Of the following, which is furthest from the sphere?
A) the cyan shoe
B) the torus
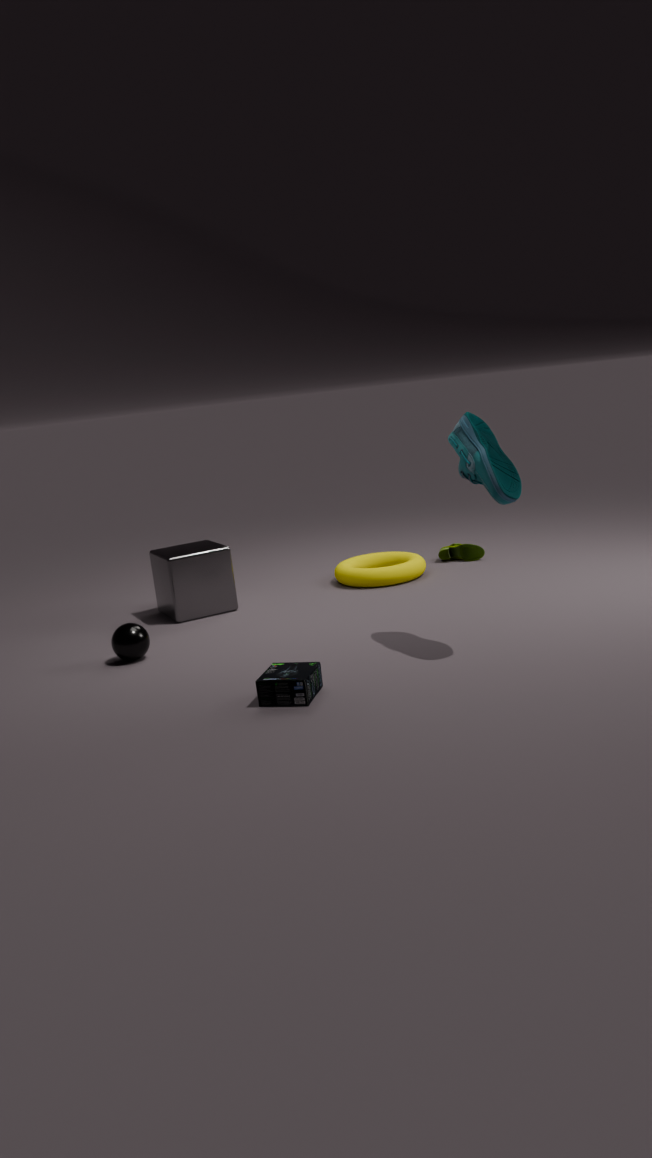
the cyan shoe
